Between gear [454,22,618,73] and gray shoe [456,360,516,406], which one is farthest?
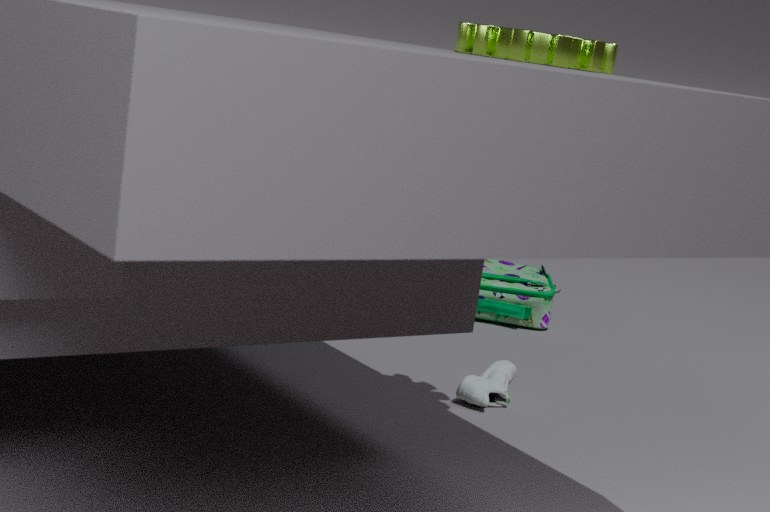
gray shoe [456,360,516,406]
